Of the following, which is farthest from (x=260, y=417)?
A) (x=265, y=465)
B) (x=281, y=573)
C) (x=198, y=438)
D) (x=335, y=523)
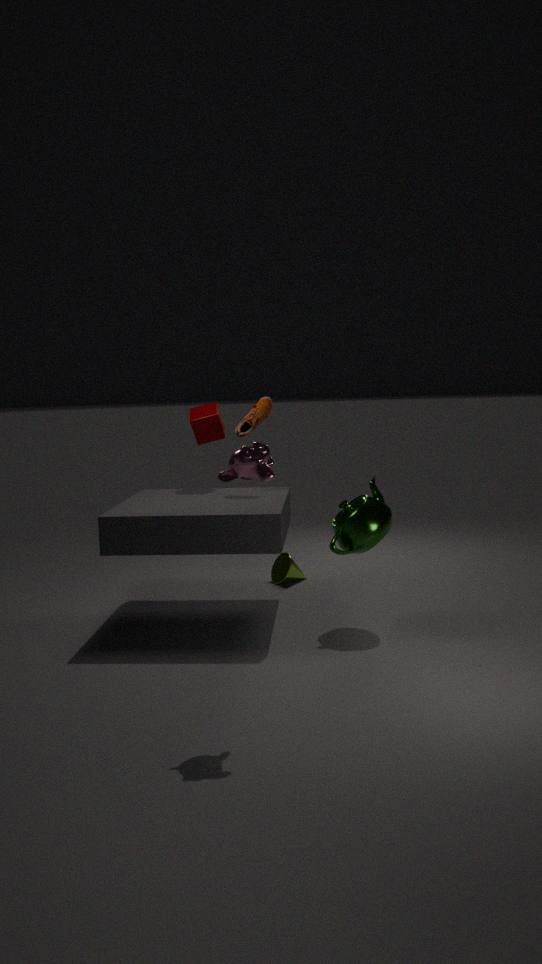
(x=265, y=465)
